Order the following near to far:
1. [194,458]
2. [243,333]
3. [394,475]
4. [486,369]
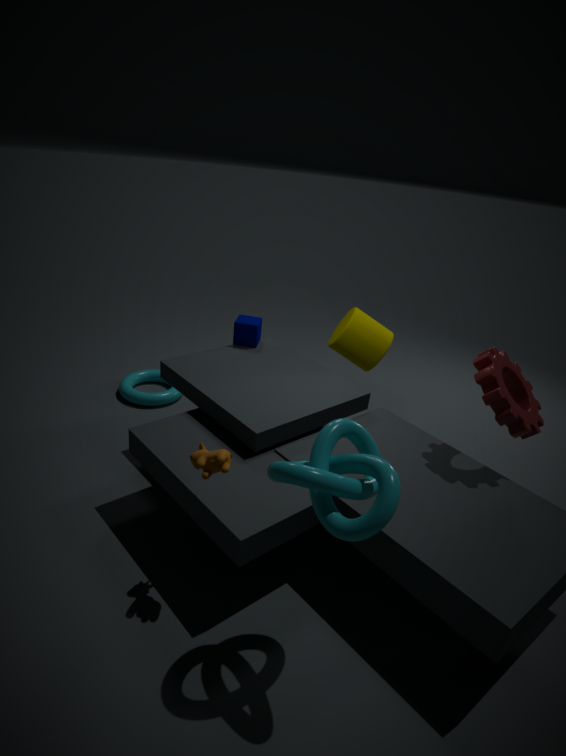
[394,475]
[194,458]
[486,369]
[243,333]
